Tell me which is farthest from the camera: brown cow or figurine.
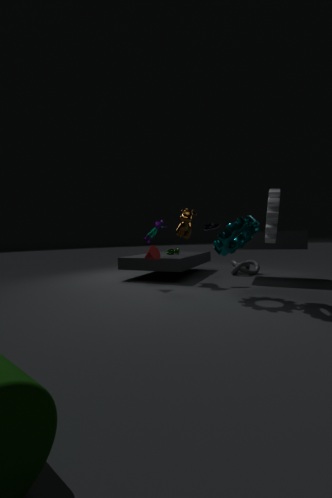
figurine
